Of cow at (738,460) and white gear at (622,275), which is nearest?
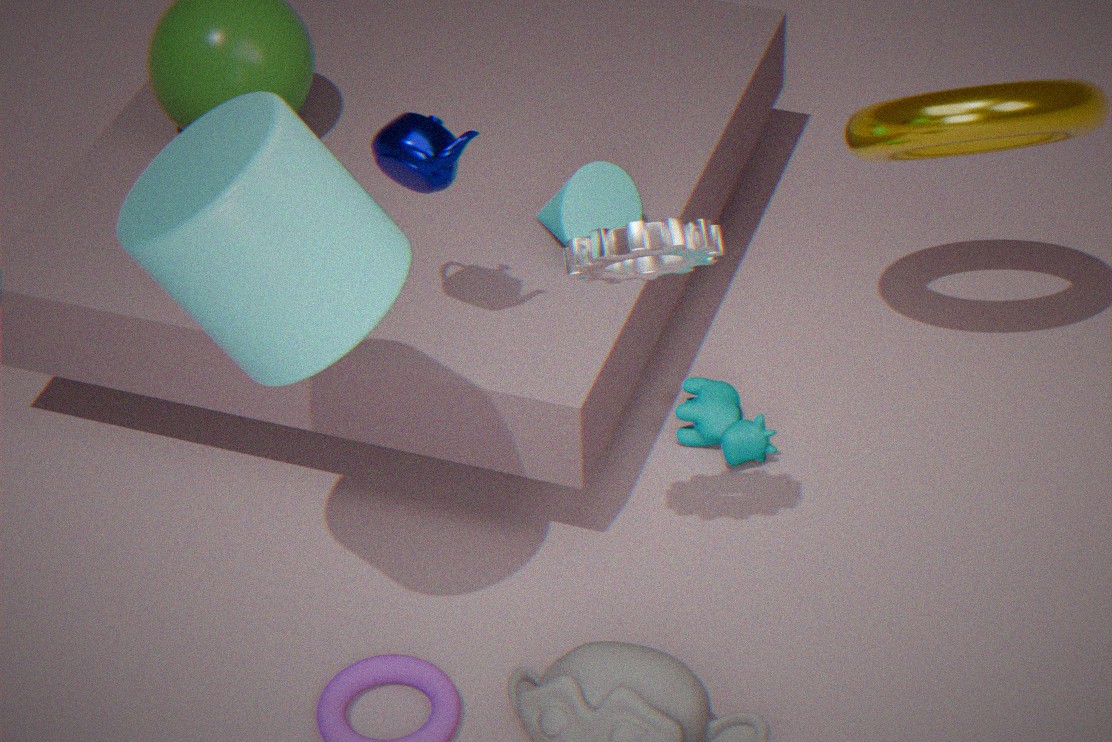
white gear at (622,275)
